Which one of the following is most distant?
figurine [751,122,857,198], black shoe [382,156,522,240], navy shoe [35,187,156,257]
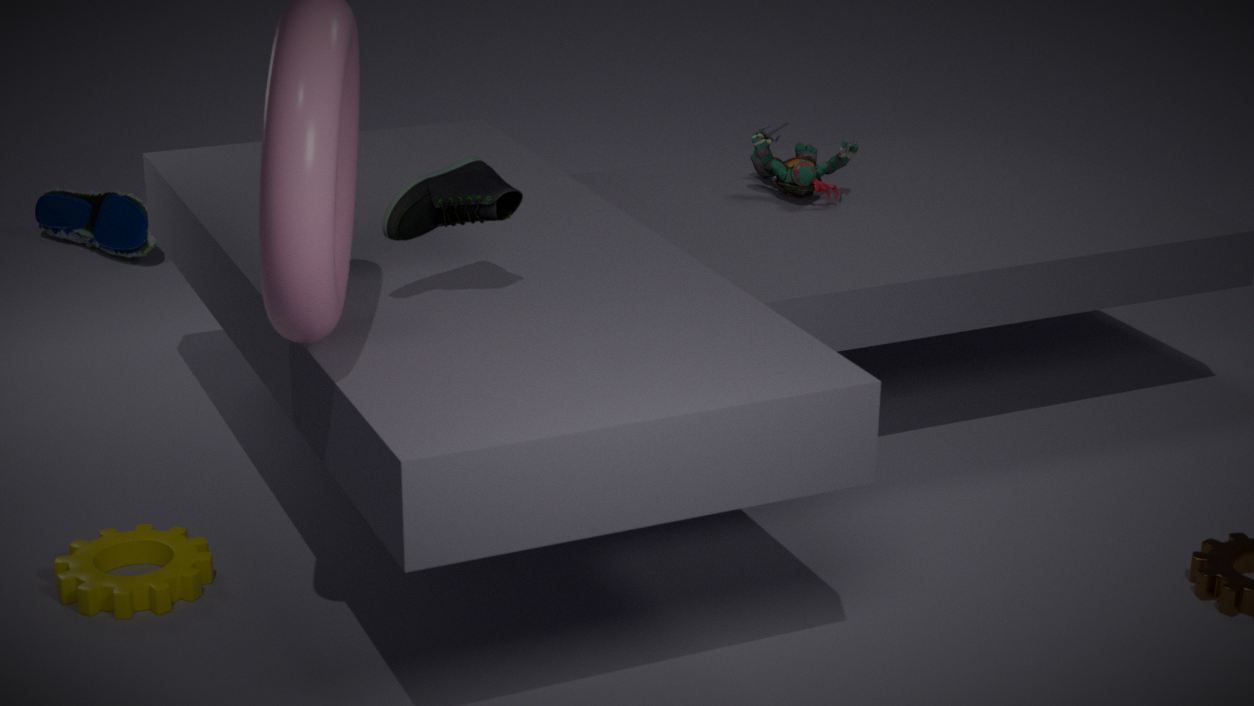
navy shoe [35,187,156,257]
